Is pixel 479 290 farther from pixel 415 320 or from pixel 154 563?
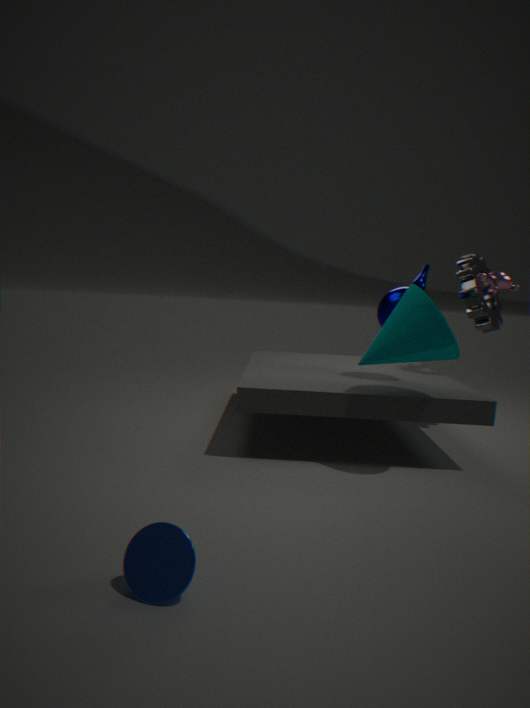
pixel 154 563
